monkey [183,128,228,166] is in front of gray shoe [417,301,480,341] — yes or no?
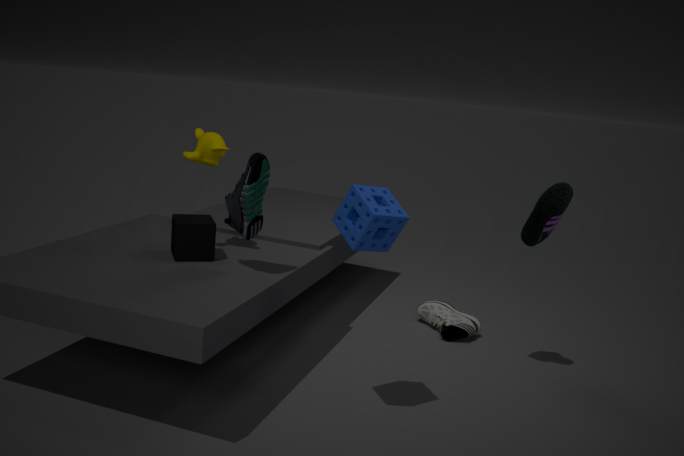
Yes
